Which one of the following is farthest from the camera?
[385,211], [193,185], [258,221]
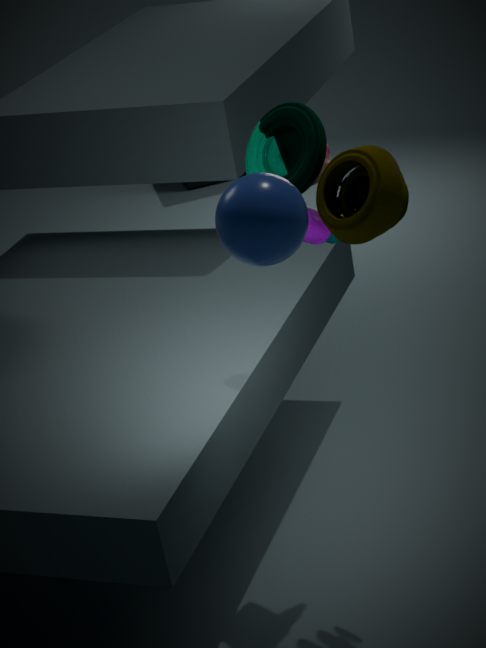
[193,185]
